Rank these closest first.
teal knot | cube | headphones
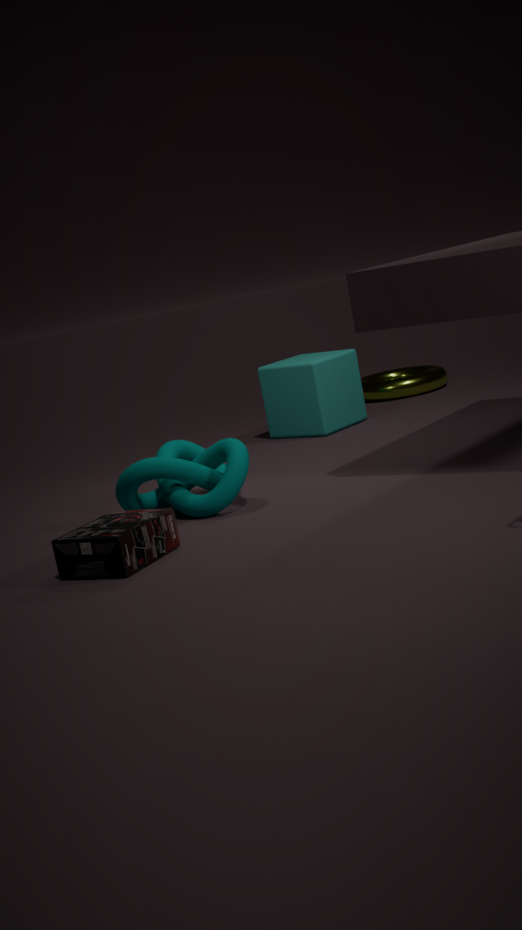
headphones < teal knot < cube
